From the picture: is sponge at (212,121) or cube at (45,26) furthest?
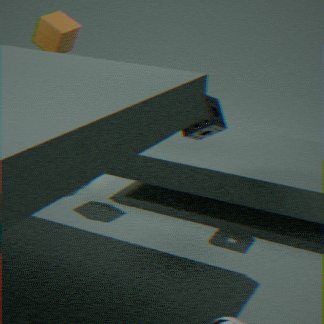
cube at (45,26)
